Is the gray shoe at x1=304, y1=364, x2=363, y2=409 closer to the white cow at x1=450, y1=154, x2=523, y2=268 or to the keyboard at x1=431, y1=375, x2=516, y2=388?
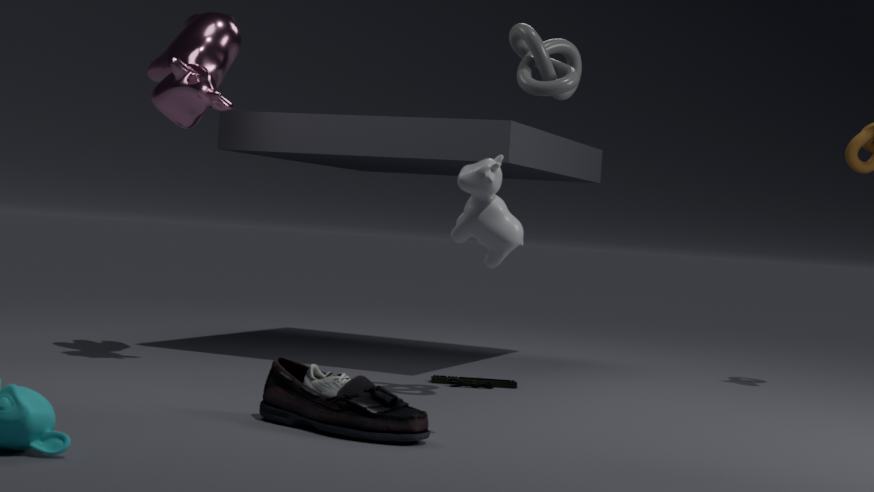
the white cow at x1=450, y1=154, x2=523, y2=268
